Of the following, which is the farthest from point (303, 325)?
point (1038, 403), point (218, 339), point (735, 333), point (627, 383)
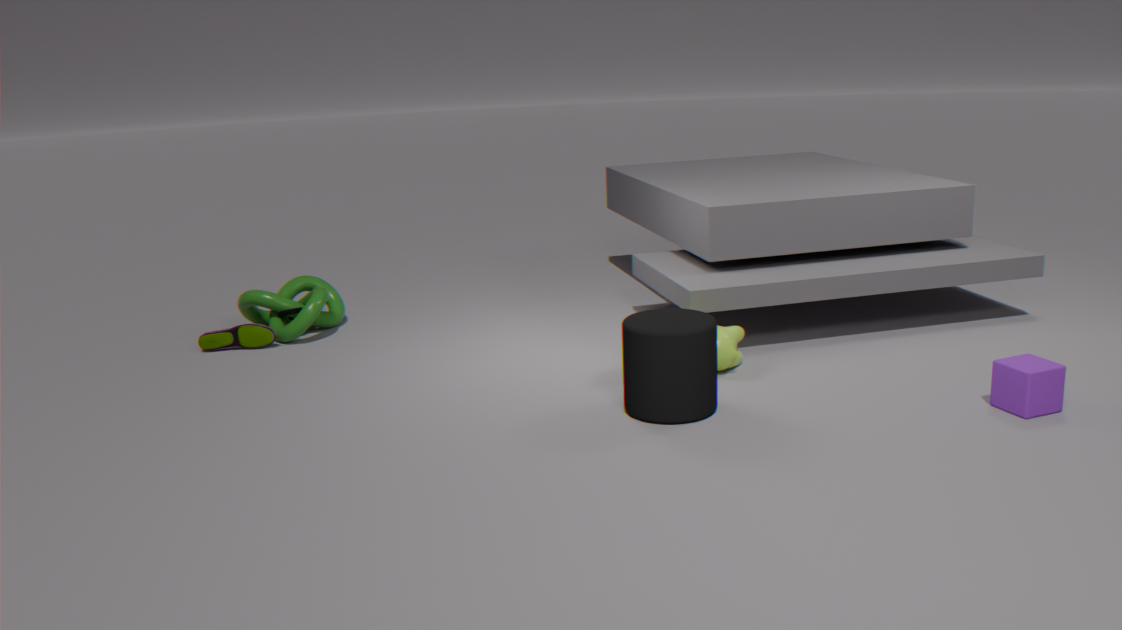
point (1038, 403)
